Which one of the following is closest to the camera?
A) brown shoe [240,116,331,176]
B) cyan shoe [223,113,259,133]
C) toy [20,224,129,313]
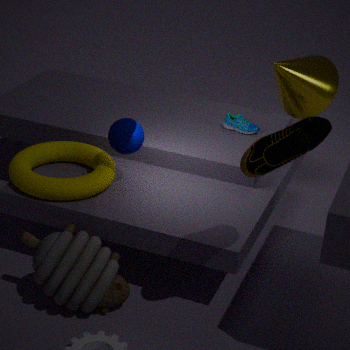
brown shoe [240,116,331,176]
